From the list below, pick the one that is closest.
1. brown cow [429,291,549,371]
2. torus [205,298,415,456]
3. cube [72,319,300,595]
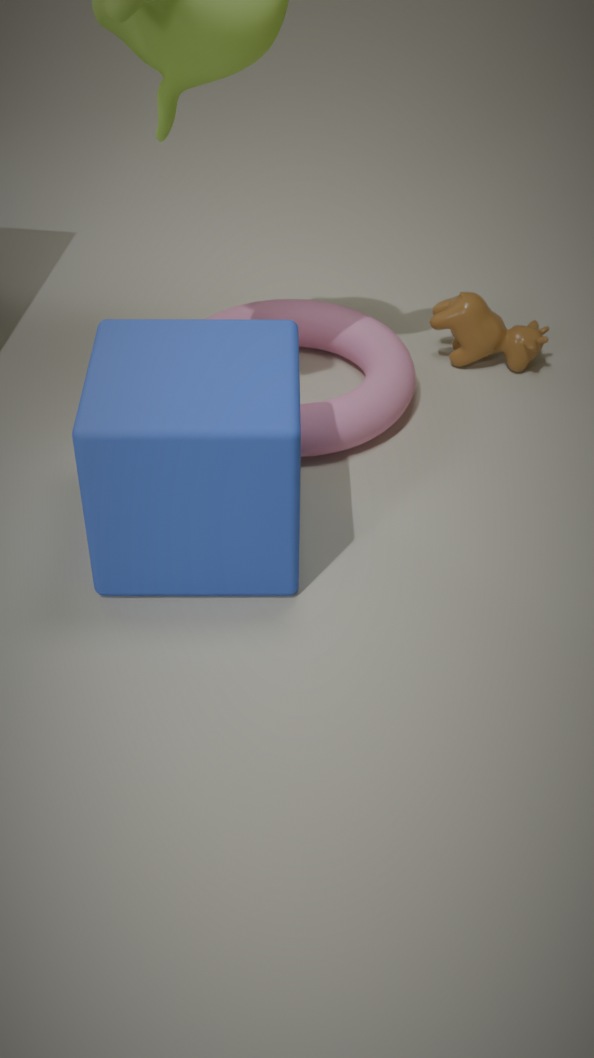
cube [72,319,300,595]
